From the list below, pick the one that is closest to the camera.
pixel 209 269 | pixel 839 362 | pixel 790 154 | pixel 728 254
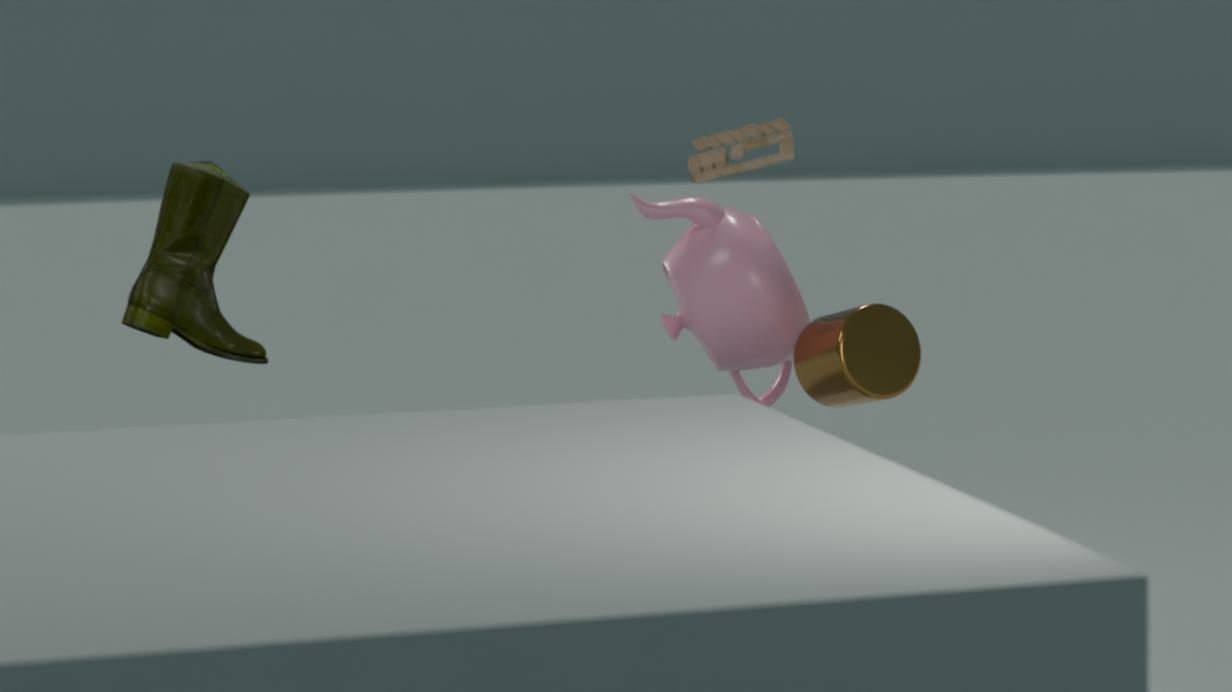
pixel 790 154
